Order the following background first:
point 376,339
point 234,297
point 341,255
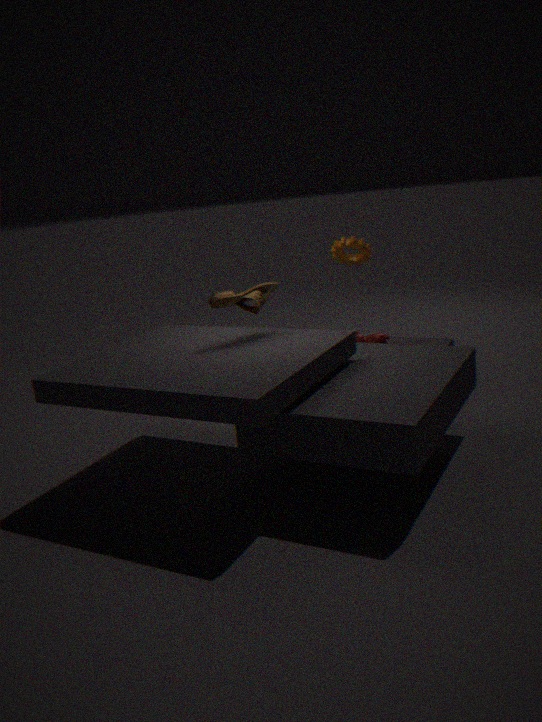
point 376,339
point 341,255
point 234,297
